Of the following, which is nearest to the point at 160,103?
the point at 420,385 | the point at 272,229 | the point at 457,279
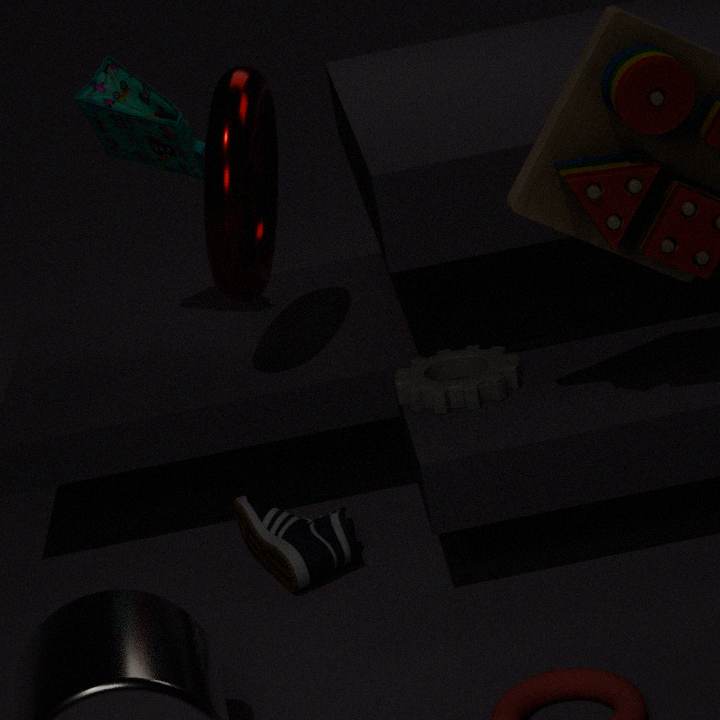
the point at 272,229
